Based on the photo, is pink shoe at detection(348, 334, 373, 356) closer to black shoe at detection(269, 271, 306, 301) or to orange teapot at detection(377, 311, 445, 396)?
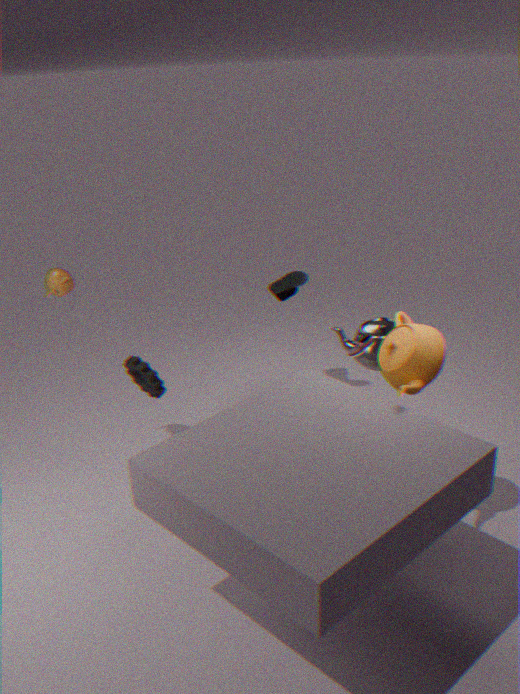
orange teapot at detection(377, 311, 445, 396)
